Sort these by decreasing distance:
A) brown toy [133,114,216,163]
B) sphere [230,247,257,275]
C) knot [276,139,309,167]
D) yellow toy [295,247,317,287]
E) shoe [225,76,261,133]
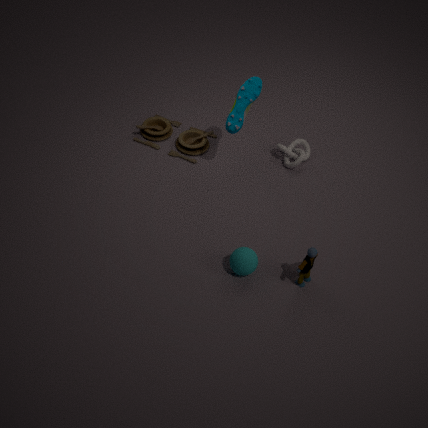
brown toy [133,114,216,163]
knot [276,139,309,167]
shoe [225,76,261,133]
sphere [230,247,257,275]
yellow toy [295,247,317,287]
